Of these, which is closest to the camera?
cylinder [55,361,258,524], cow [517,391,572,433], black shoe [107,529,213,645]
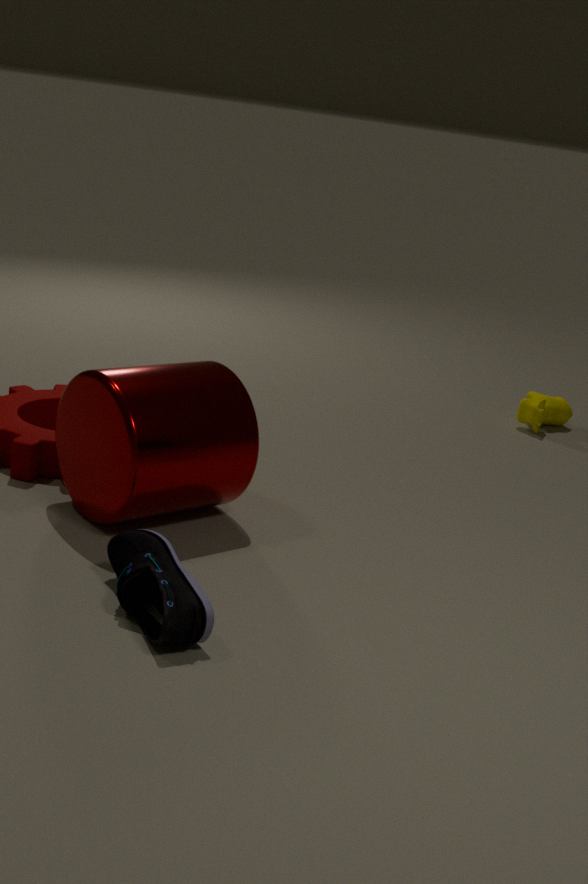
black shoe [107,529,213,645]
